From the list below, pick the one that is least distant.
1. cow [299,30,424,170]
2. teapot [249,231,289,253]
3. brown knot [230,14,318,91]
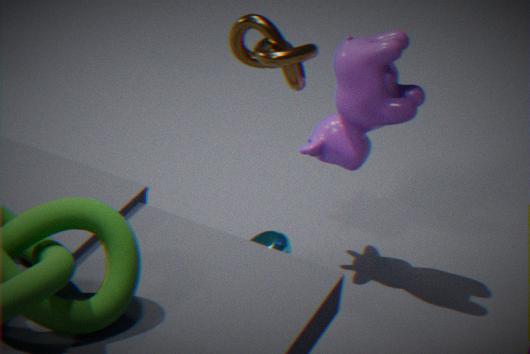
brown knot [230,14,318,91]
